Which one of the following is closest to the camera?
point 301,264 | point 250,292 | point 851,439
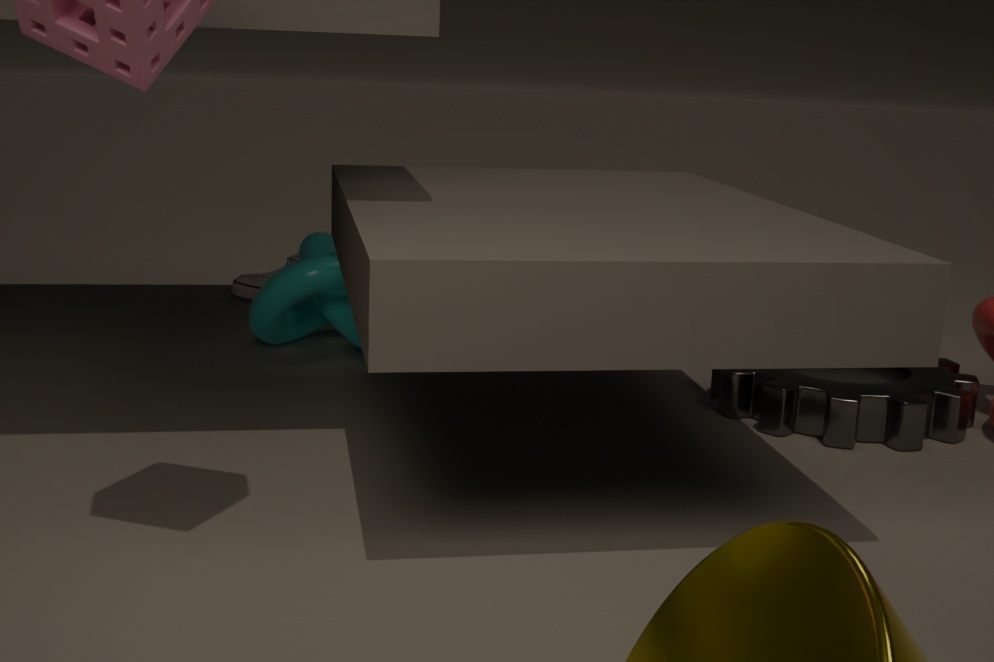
point 851,439
